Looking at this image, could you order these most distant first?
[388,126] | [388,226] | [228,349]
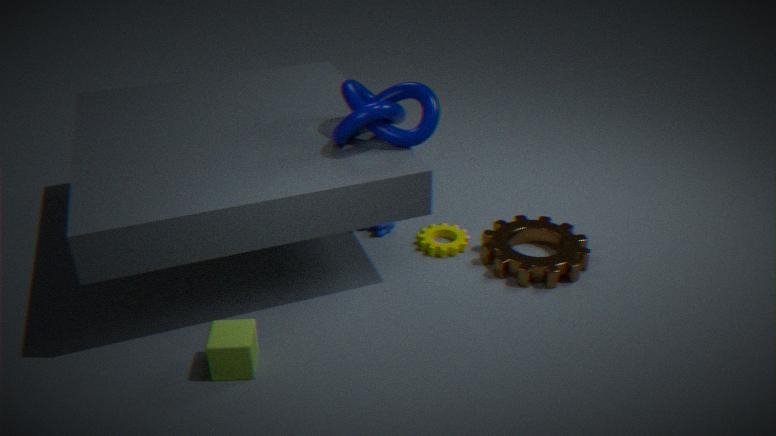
[388,226] → [388,126] → [228,349]
